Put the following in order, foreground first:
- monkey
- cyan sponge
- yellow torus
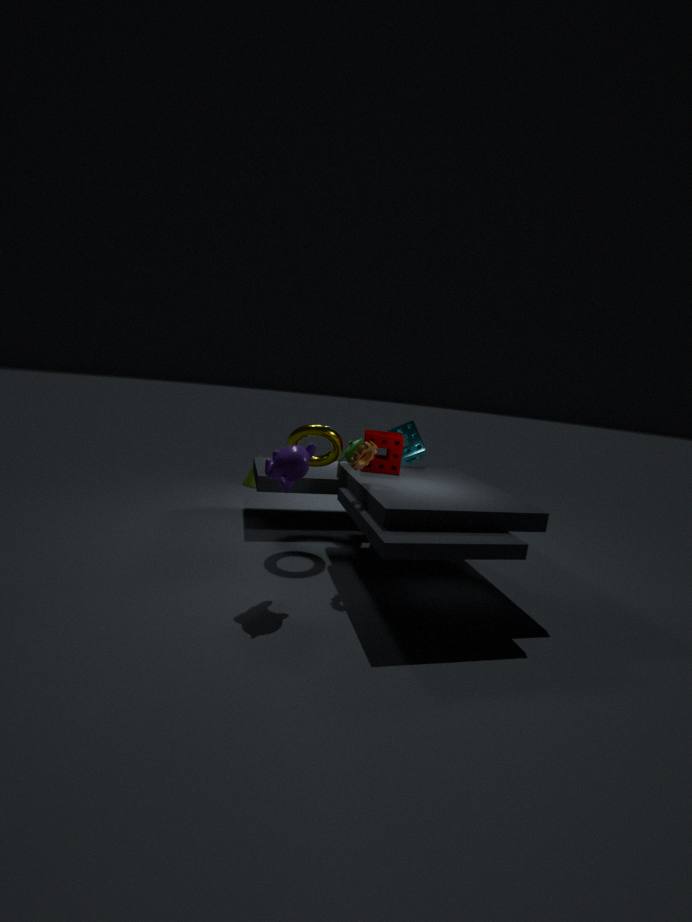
monkey, yellow torus, cyan sponge
